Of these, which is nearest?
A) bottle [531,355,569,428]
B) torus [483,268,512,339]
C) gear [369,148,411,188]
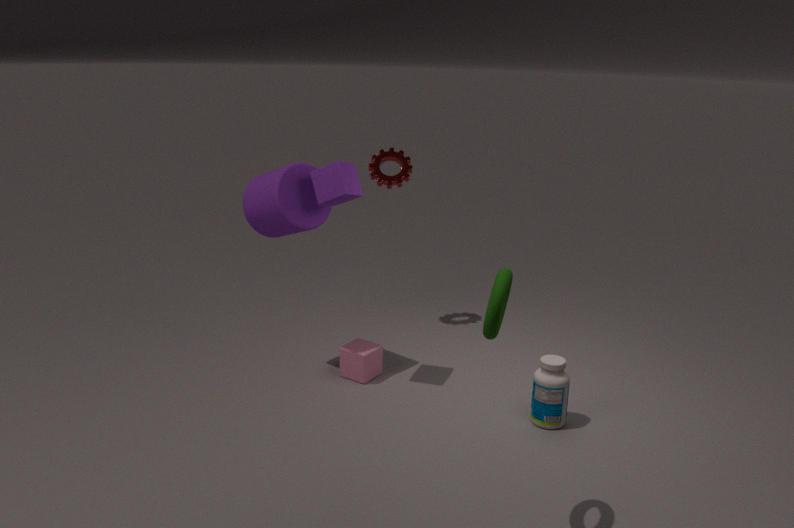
torus [483,268,512,339]
